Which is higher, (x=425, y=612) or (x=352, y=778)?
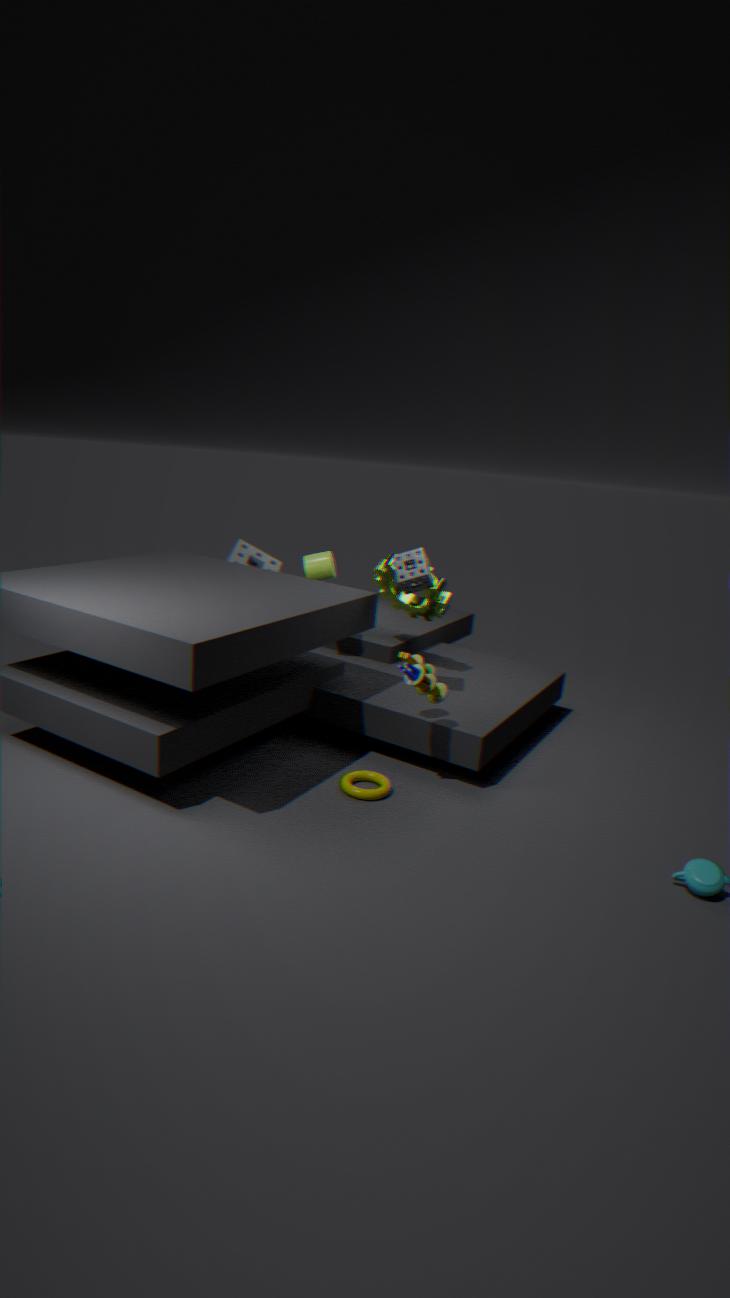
(x=425, y=612)
